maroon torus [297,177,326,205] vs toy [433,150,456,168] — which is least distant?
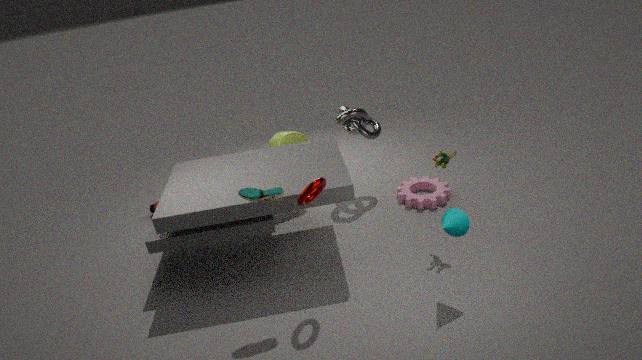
maroon torus [297,177,326,205]
